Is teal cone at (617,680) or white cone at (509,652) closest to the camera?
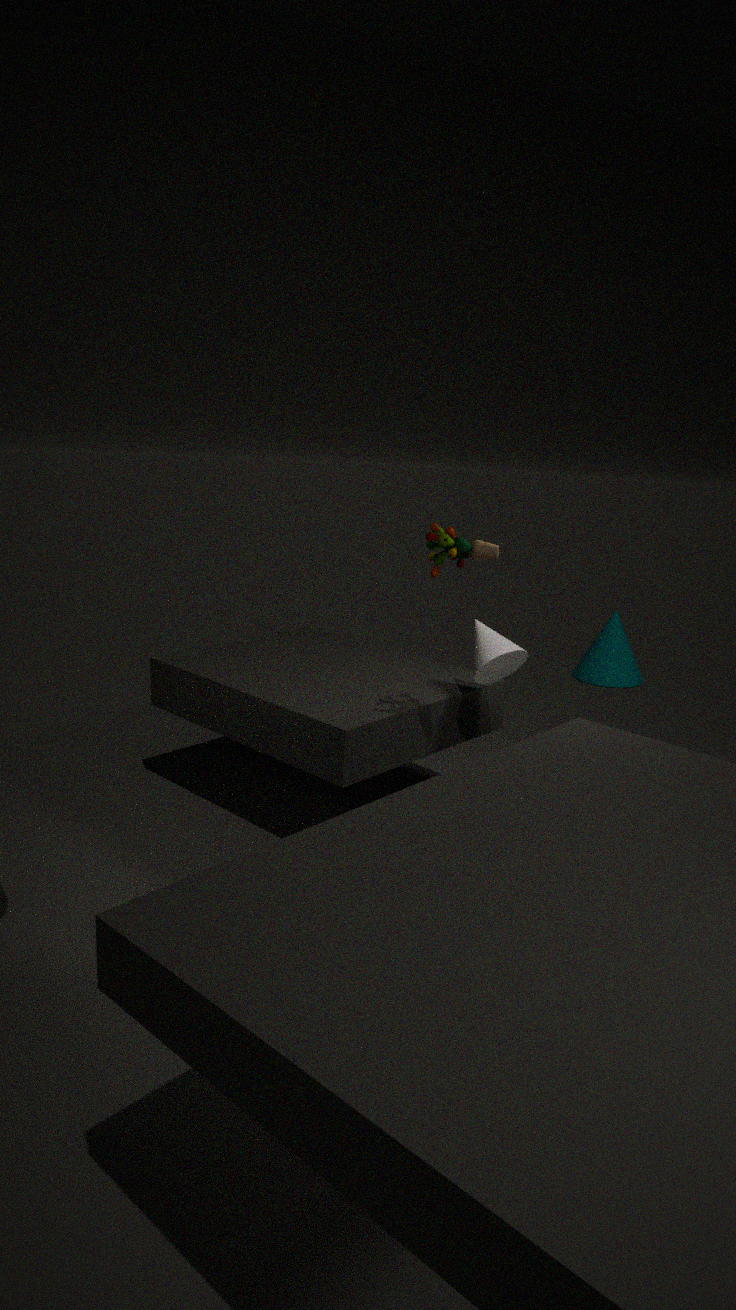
white cone at (509,652)
